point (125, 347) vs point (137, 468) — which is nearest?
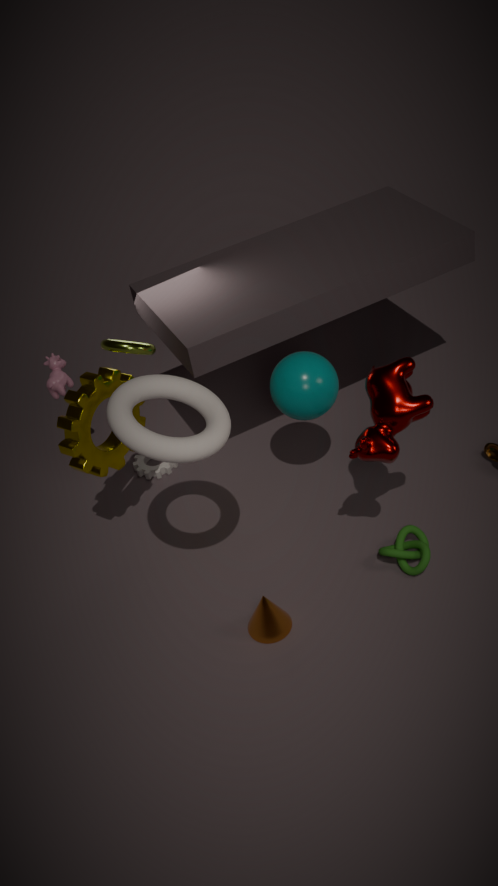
point (125, 347)
